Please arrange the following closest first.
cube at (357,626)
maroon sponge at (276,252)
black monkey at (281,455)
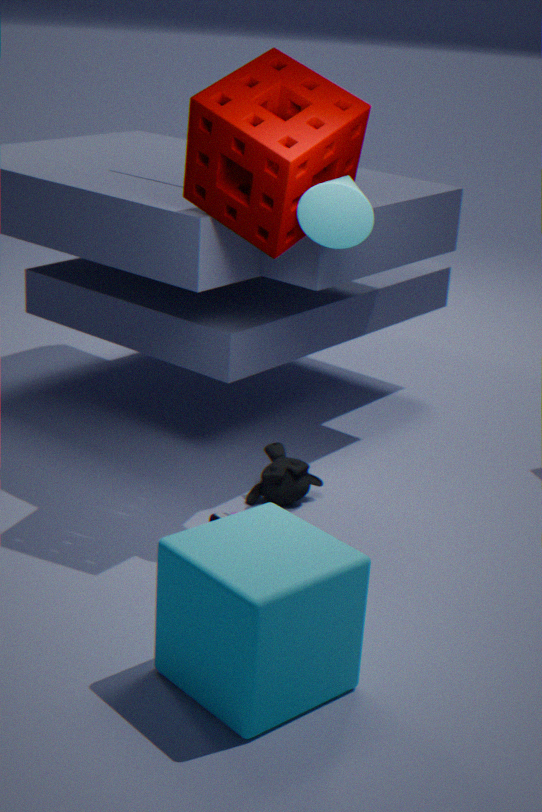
cube at (357,626) → maroon sponge at (276,252) → black monkey at (281,455)
